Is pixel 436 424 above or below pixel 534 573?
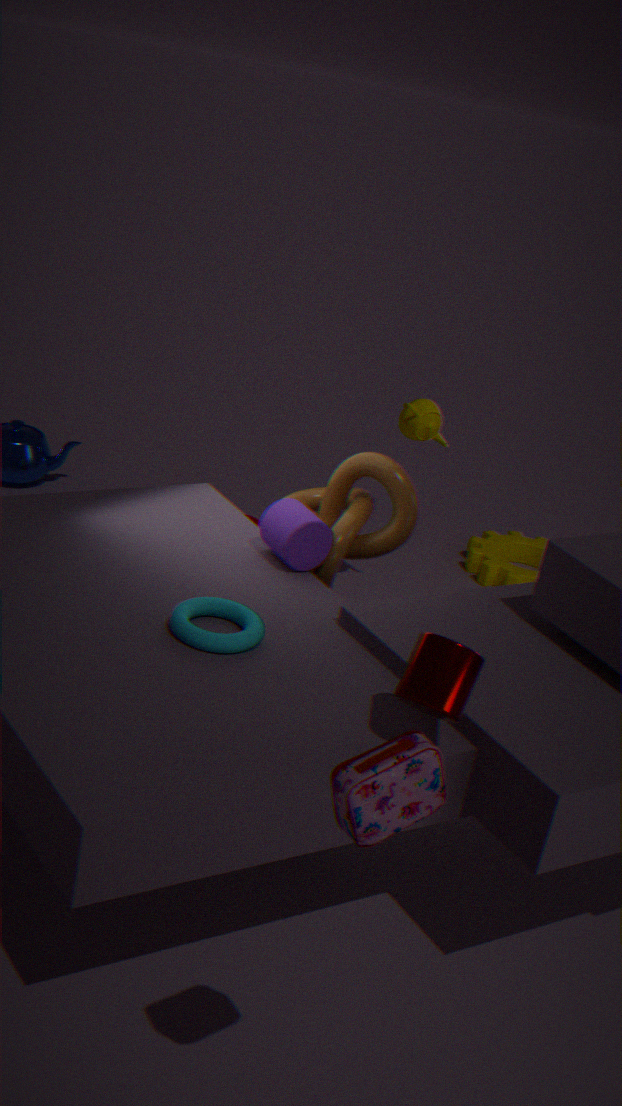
above
